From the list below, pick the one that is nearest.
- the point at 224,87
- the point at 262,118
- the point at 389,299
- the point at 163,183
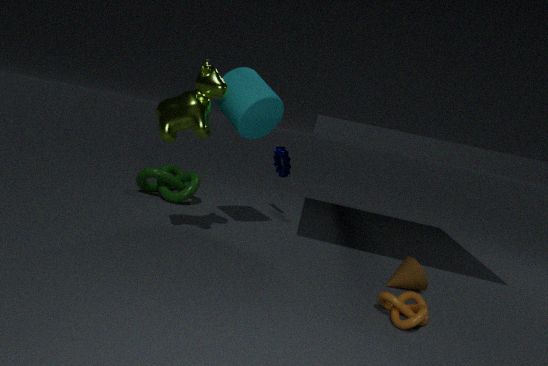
the point at 389,299
